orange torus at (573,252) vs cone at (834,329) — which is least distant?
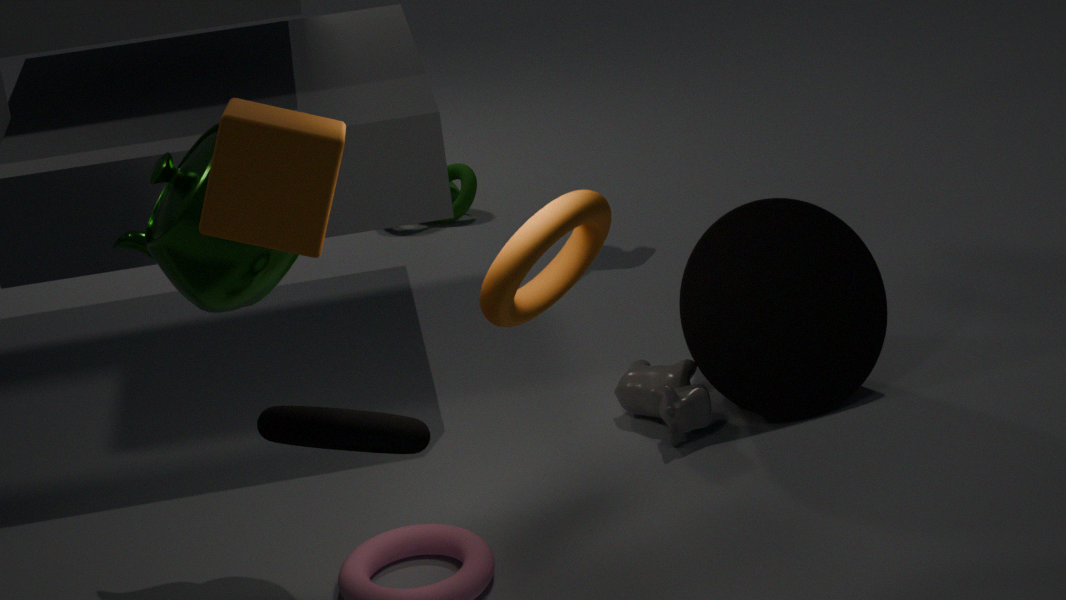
orange torus at (573,252)
